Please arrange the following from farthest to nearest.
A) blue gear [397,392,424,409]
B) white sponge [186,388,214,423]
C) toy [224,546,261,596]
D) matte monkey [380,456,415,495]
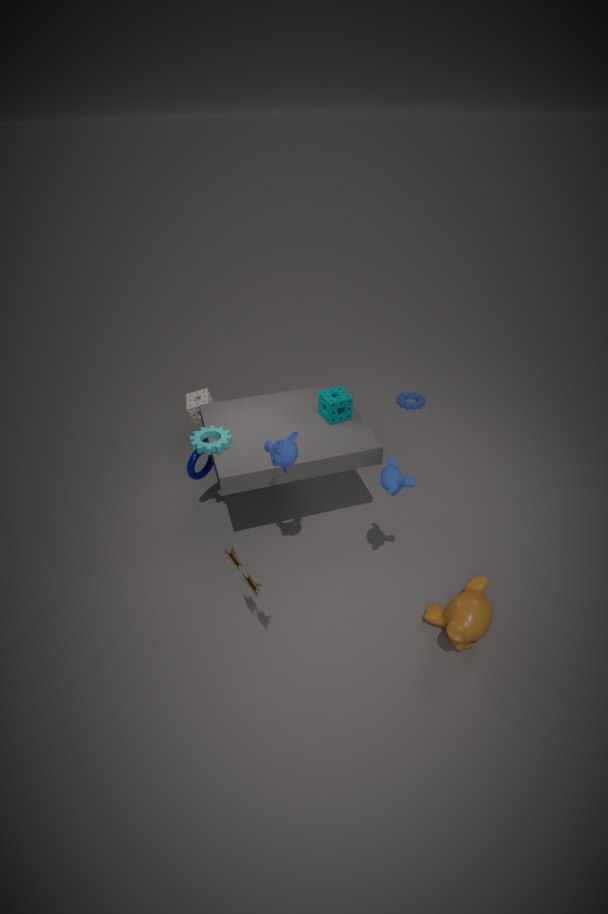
blue gear [397,392,424,409], white sponge [186,388,214,423], matte monkey [380,456,415,495], toy [224,546,261,596]
